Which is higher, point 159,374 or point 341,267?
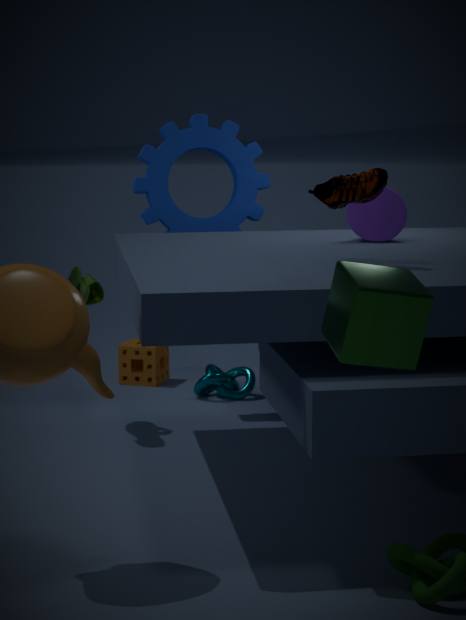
point 341,267
